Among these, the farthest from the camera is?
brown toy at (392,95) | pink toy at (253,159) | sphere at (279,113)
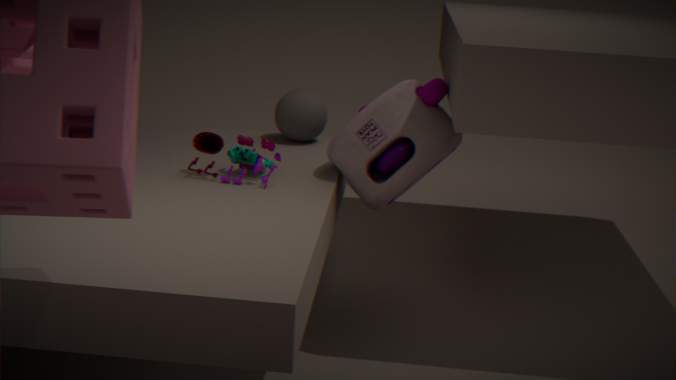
sphere at (279,113)
